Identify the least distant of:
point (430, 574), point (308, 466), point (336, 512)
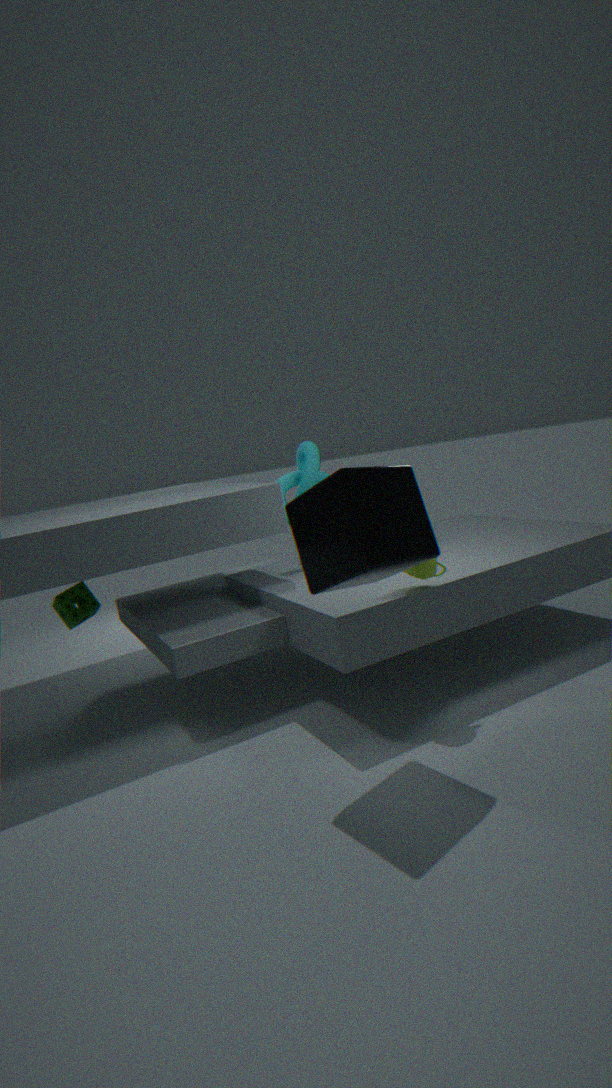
point (336, 512)
